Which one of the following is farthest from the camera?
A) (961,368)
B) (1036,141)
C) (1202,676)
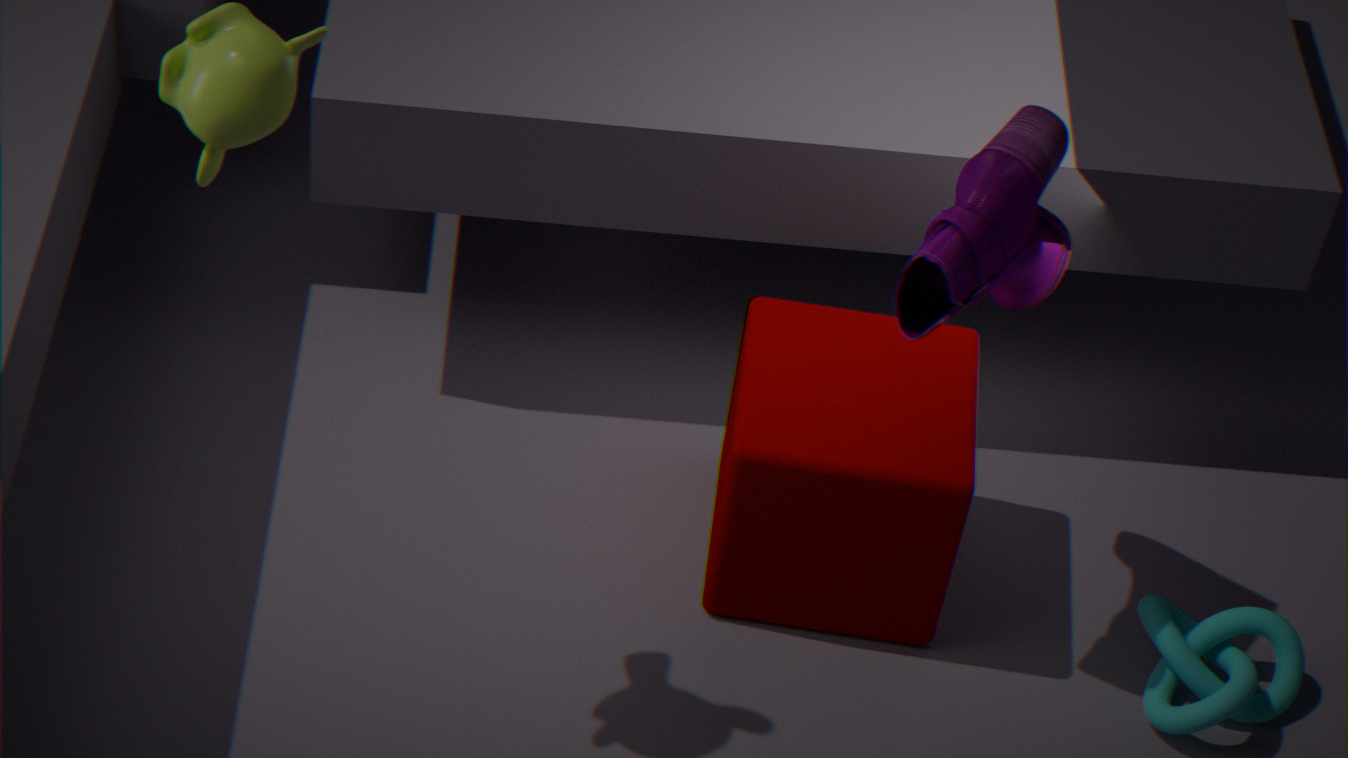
(961,368)
